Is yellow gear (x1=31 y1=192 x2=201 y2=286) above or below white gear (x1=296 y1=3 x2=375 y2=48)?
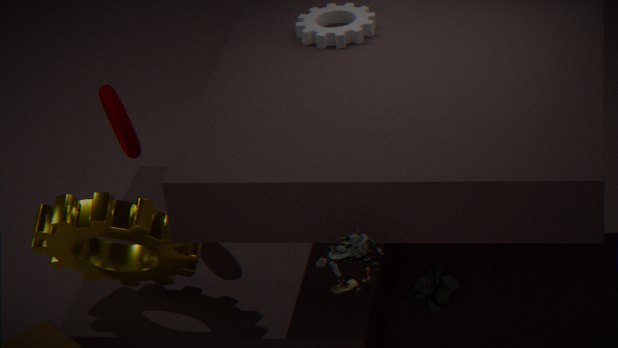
below
